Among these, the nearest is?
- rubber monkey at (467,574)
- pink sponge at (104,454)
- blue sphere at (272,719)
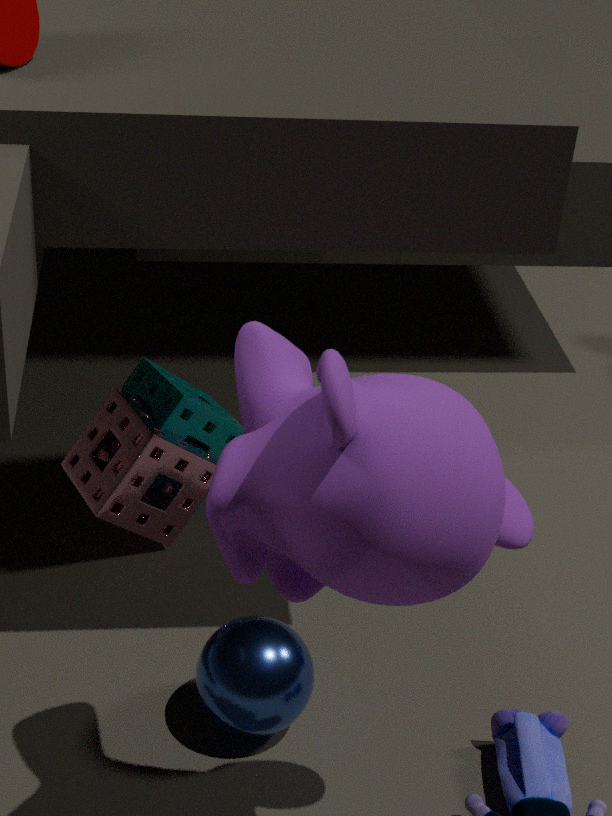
rubber monkey at (467,574)
